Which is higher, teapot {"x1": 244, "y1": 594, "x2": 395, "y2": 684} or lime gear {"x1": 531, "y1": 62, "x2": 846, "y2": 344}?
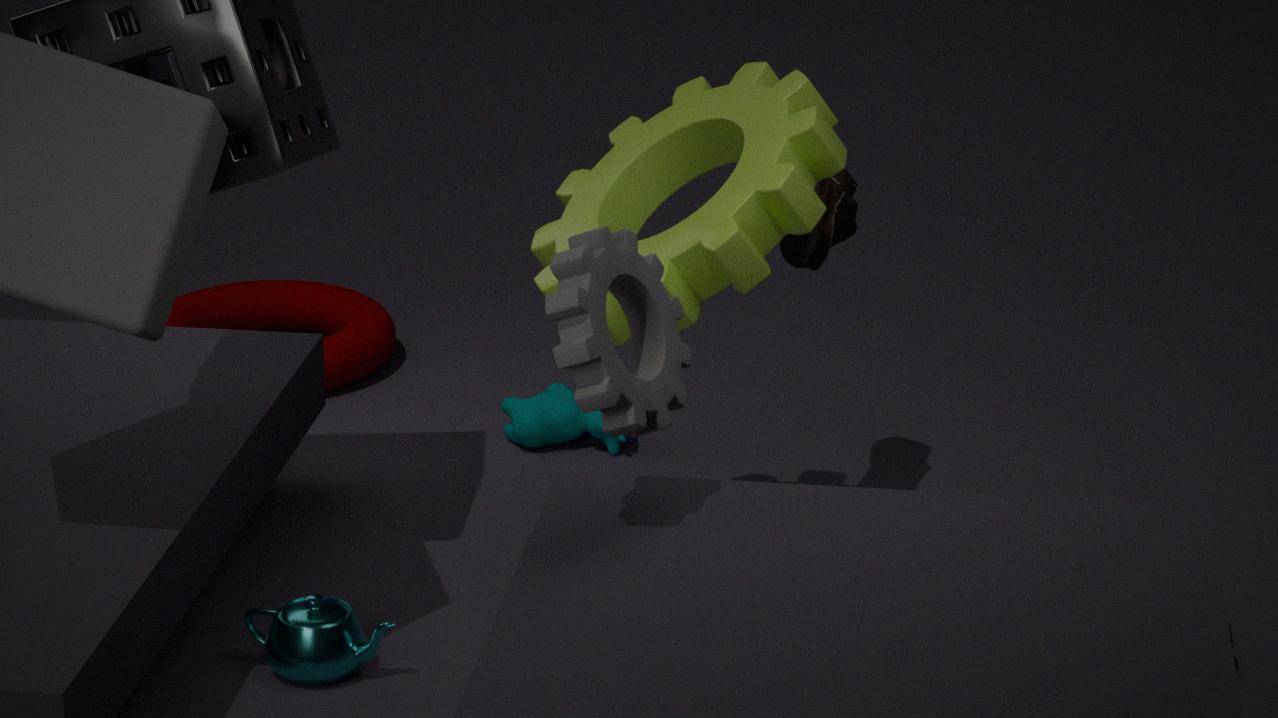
lime gear {"x1": 531, "y1": 62, "x2": 846, "y2": 344}
